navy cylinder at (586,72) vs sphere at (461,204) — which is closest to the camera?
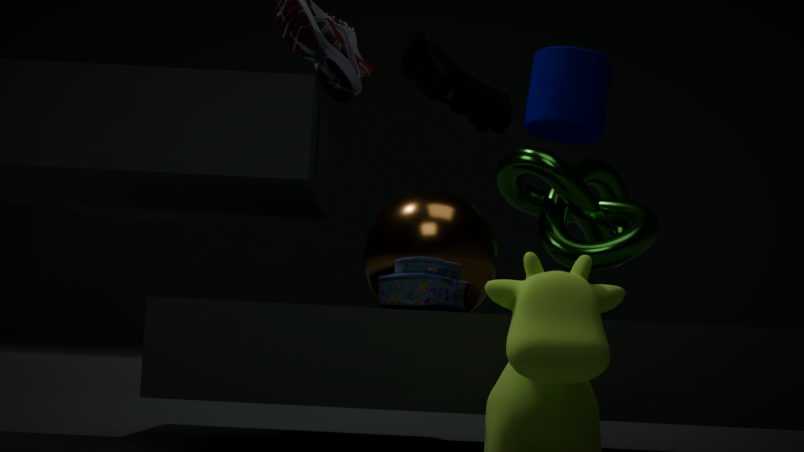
navy cylinder at (586,72)
